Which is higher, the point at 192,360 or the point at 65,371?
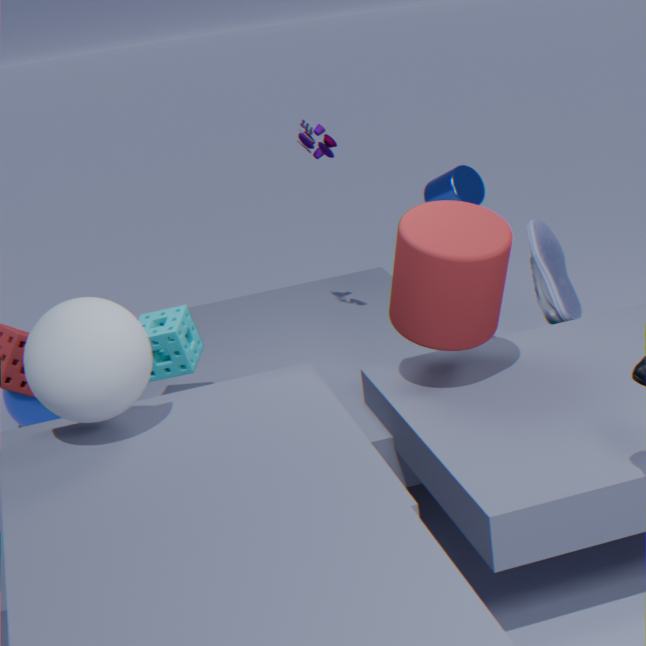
the point at 65,371
